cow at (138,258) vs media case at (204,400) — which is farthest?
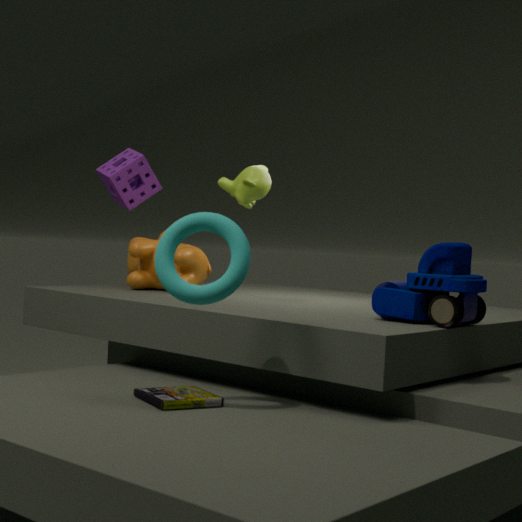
cow at (138,258)
